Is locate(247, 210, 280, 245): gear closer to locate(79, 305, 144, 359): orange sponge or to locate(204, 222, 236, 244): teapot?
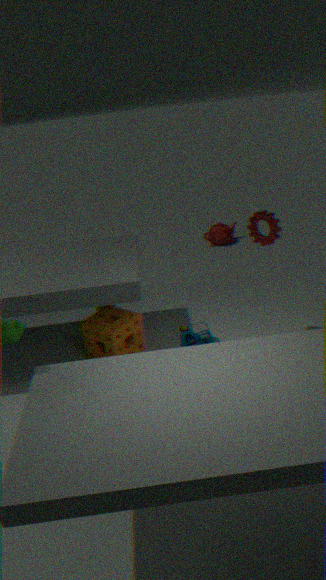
locate(79, 305, 144, 359): orange sponge
